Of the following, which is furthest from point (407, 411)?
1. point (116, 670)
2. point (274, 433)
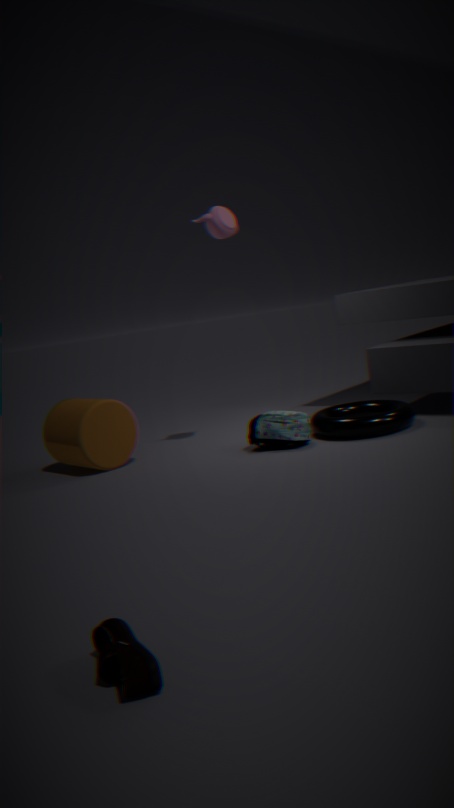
point (116, 670)
